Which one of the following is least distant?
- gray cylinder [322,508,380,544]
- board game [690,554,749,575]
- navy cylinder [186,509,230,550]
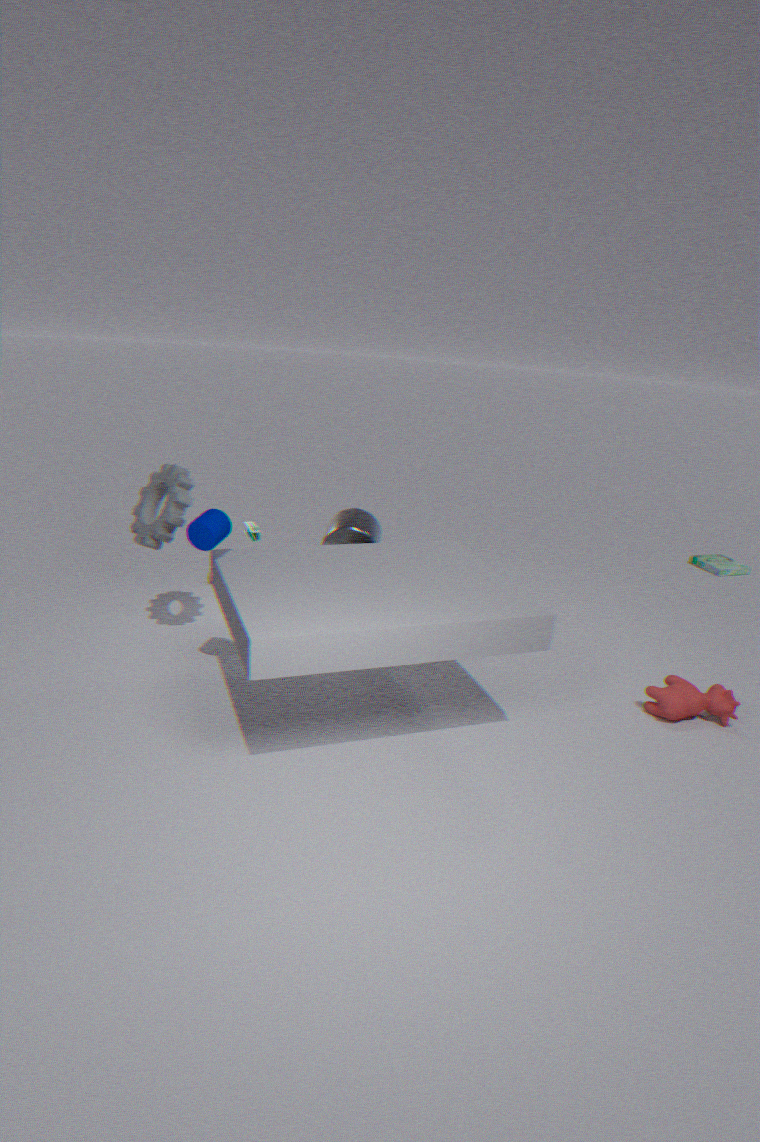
navy cylinder [186,509,230,550]
